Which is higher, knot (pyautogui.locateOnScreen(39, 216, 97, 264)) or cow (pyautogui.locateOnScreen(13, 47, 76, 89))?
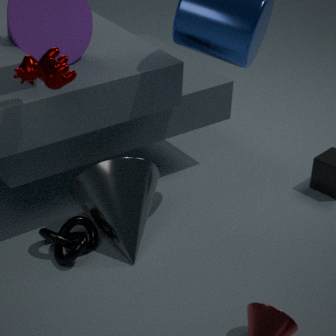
cow (pyautogui.locateOnScreen(13, 47, 76, 89))
